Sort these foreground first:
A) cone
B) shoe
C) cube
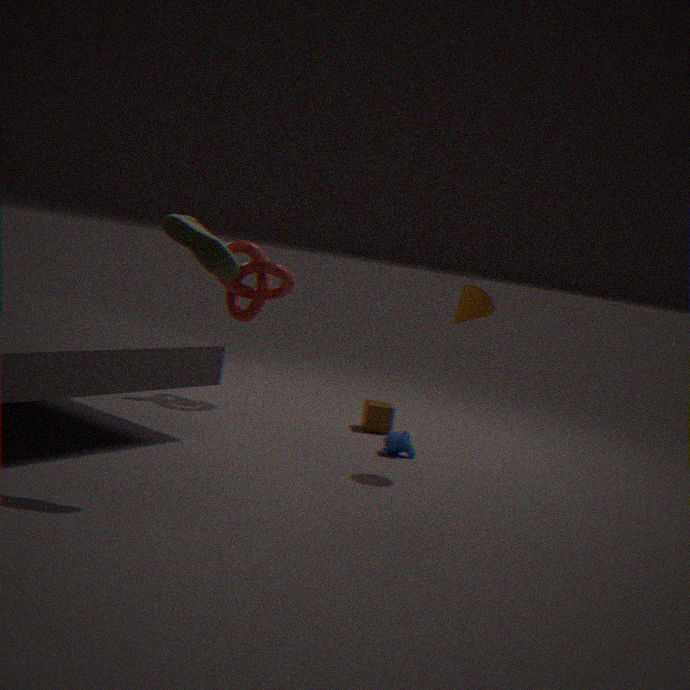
1. shoe
2. cone
3. cube
